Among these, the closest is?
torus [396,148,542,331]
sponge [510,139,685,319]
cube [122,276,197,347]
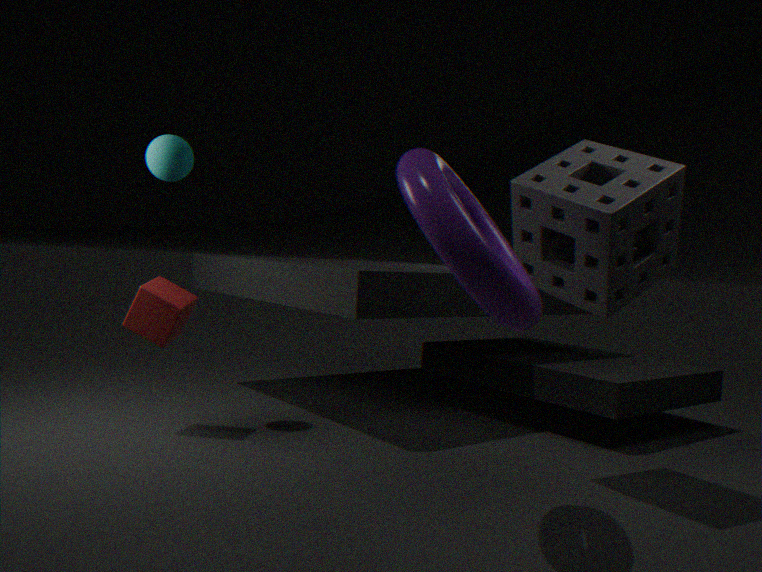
torus [396,148,542,331]
